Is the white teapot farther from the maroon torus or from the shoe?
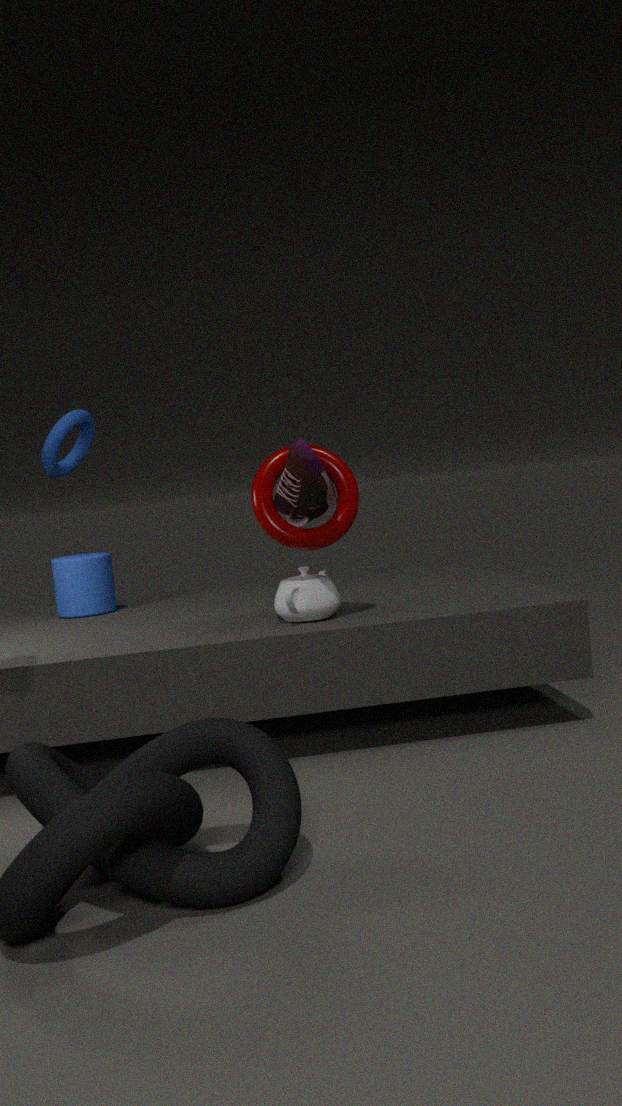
the shoe
